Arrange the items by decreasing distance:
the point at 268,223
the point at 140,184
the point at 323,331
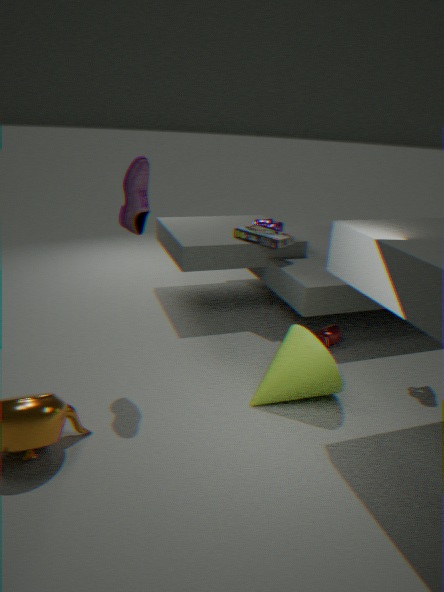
the point at 268,223, the point at 323,331, the point at 140,184
